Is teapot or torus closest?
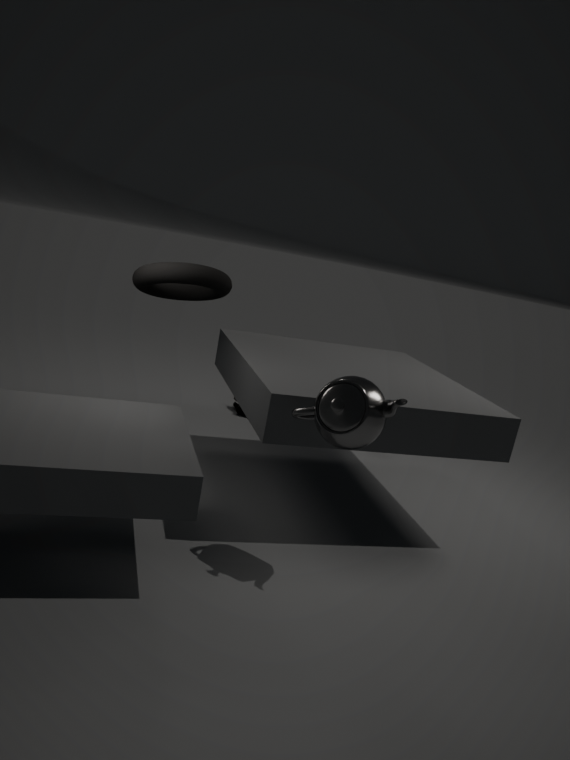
teapot
